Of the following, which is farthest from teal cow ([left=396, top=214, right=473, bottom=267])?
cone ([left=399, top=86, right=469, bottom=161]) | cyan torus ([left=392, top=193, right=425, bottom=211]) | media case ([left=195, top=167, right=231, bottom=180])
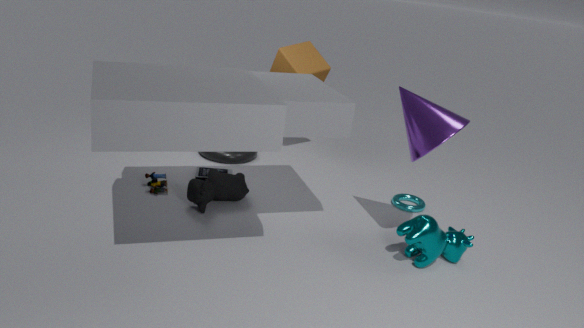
media case ([left=195, top=167, right=231, bottom=180])
